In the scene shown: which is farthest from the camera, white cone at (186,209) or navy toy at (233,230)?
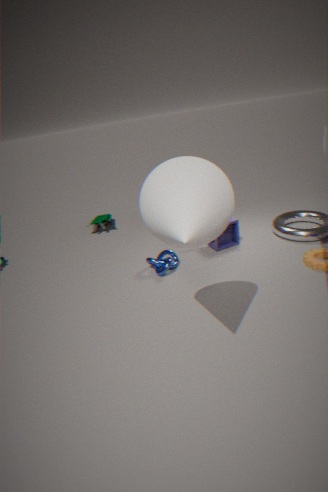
navy toy at (233,230)
